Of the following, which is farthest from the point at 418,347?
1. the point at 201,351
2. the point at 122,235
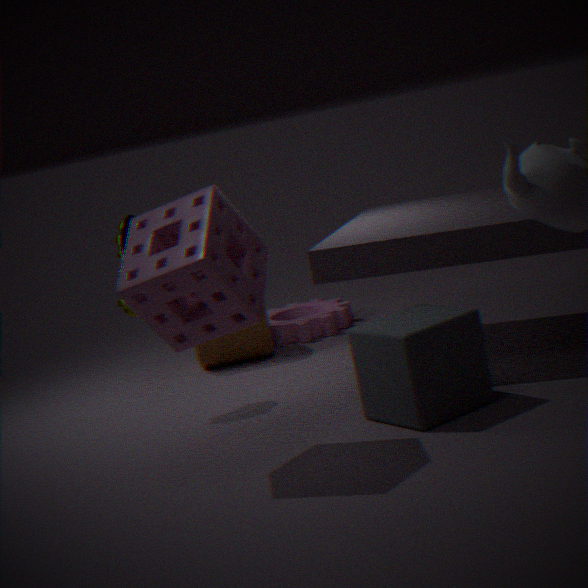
the point at 201,351
